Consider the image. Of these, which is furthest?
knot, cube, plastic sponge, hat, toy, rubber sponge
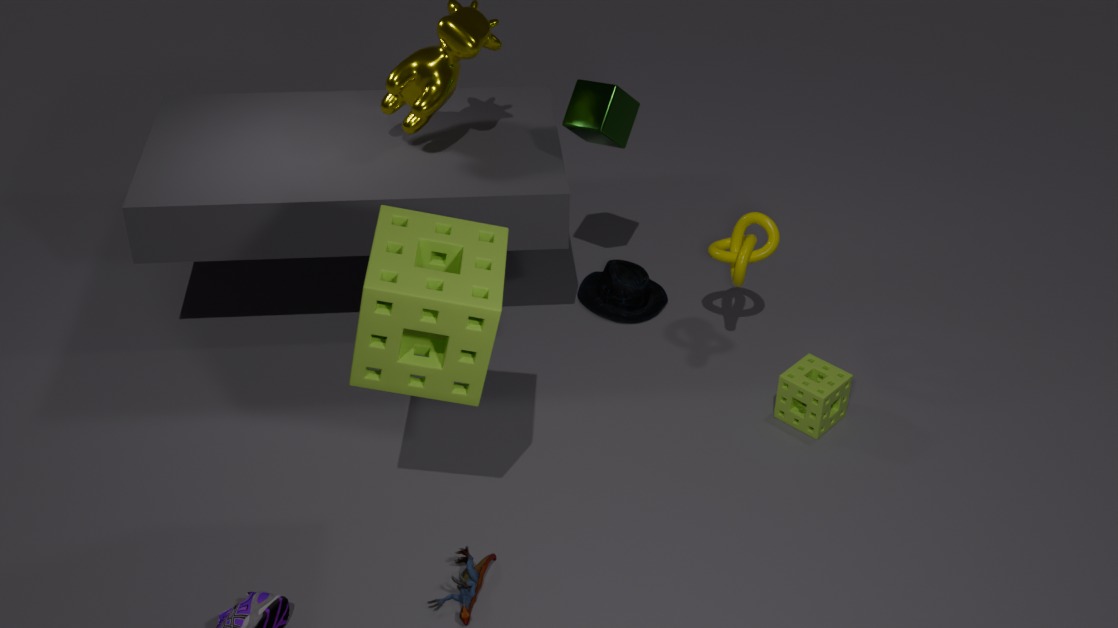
hat
